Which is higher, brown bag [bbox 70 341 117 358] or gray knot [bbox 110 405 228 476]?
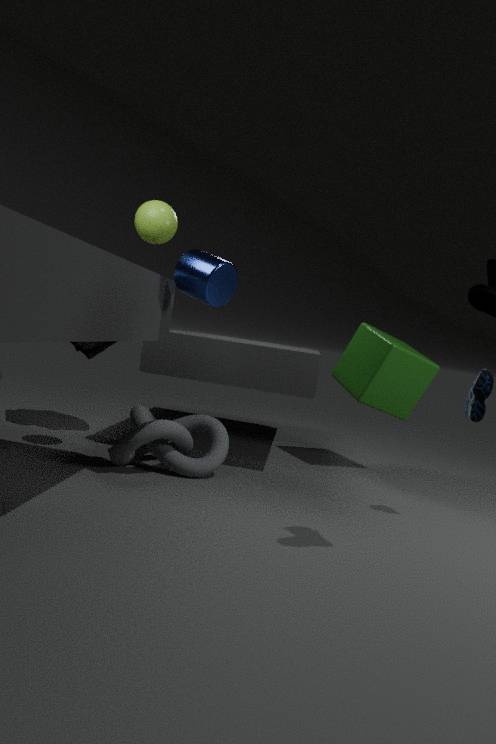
brown bag [bbox 70 341 117 358]
